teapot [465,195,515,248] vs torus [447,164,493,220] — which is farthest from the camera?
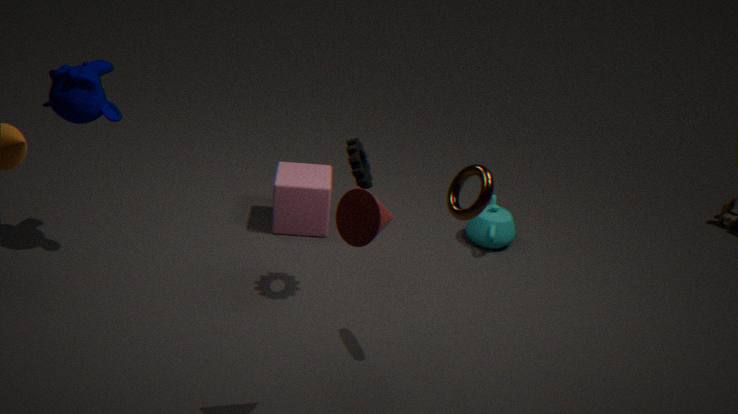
teapot [465,195,515,248]
